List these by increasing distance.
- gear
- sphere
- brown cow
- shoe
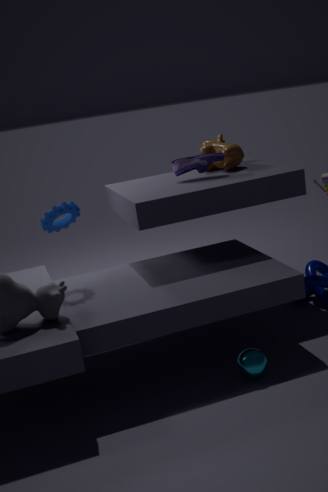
1. sphere
2. gear
3. shoe
4. brown cow
